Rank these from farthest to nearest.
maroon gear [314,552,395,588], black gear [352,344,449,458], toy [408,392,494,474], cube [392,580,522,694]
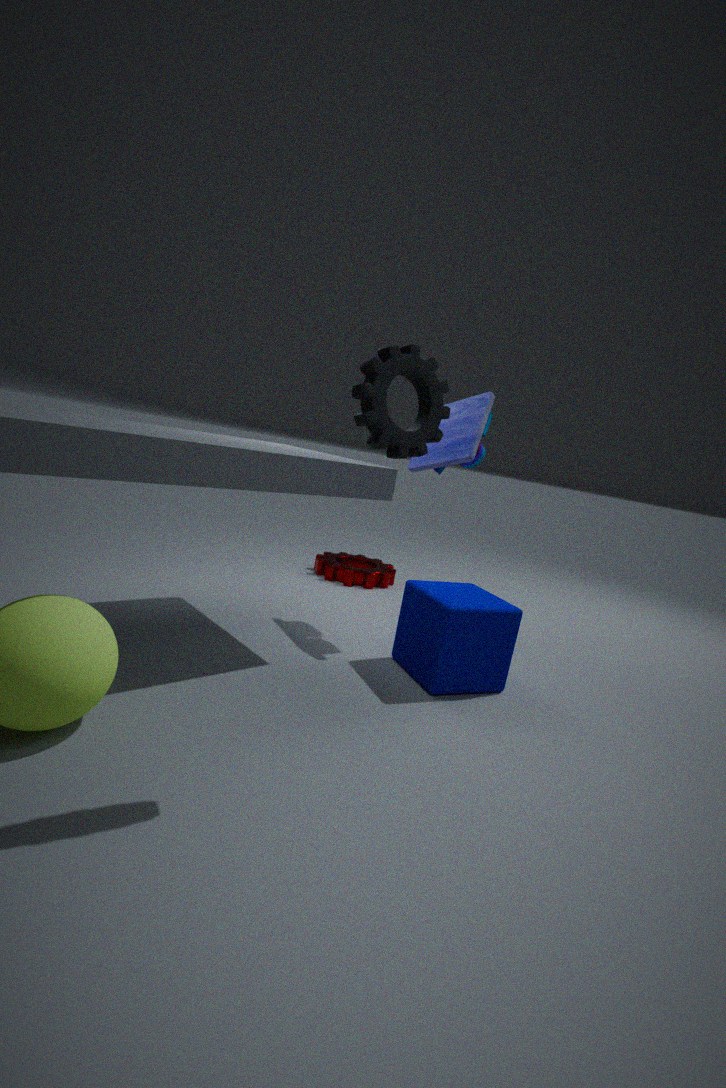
maroon gear [314,552,395,588] < toy [408,392,494,474] < cube [392,580,522,694] < black gear [352,344,449,458]
